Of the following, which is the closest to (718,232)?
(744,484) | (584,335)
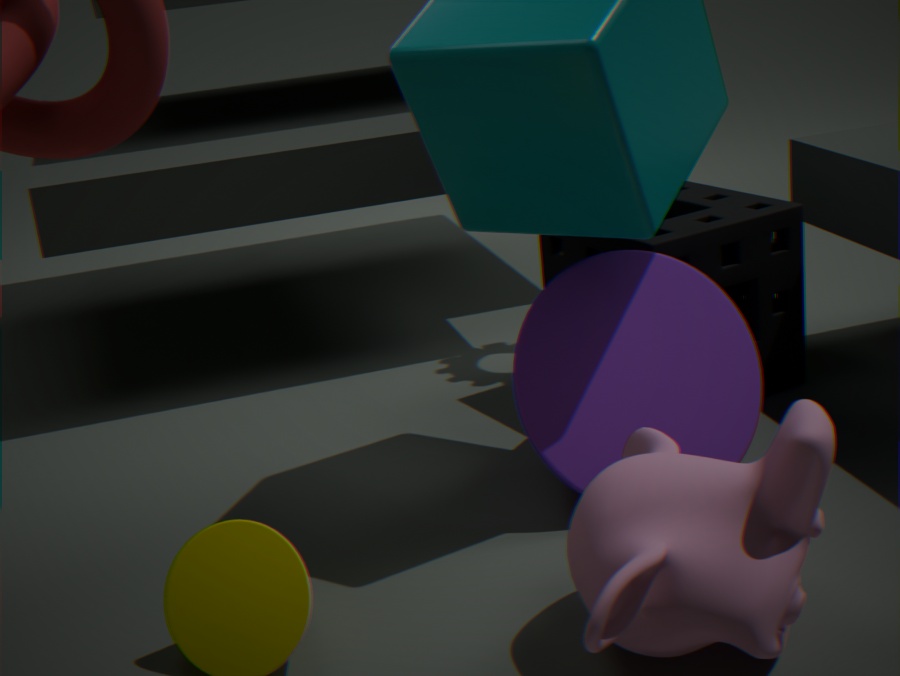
(584,335)
